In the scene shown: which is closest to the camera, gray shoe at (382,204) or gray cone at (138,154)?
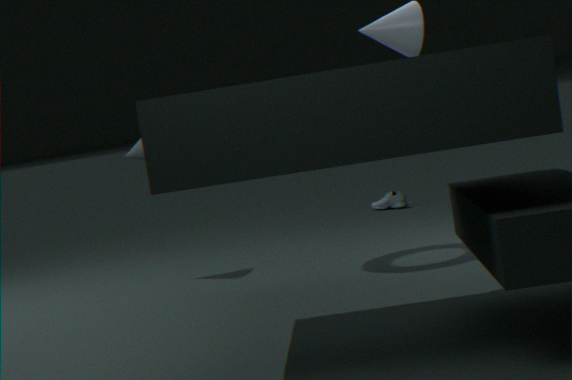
gray cone at (138,154)
